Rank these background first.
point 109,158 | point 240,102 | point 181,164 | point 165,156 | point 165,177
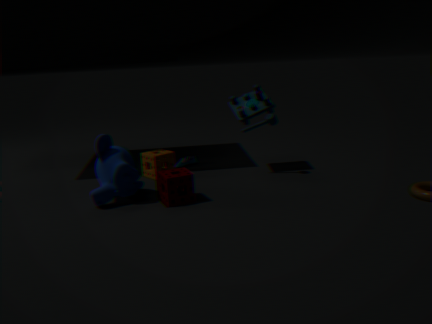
1. point 181,164
2. point 240,102
3. point 165,156
4. point 109,158
5. point 165,177
